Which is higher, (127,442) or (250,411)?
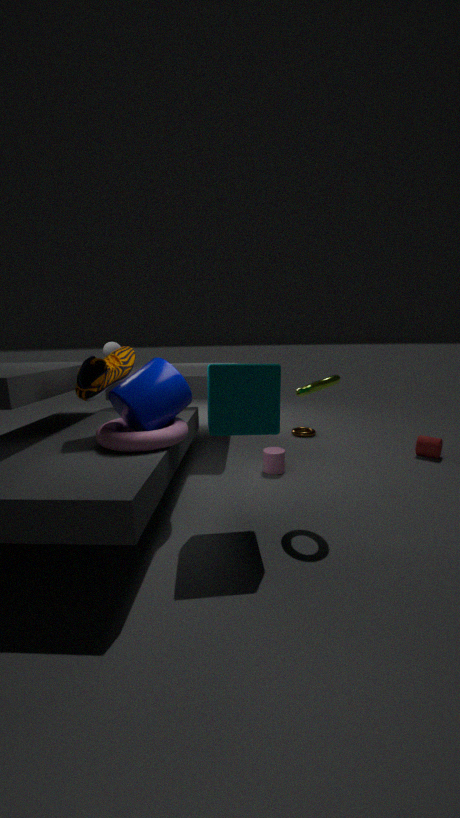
(250,411)
